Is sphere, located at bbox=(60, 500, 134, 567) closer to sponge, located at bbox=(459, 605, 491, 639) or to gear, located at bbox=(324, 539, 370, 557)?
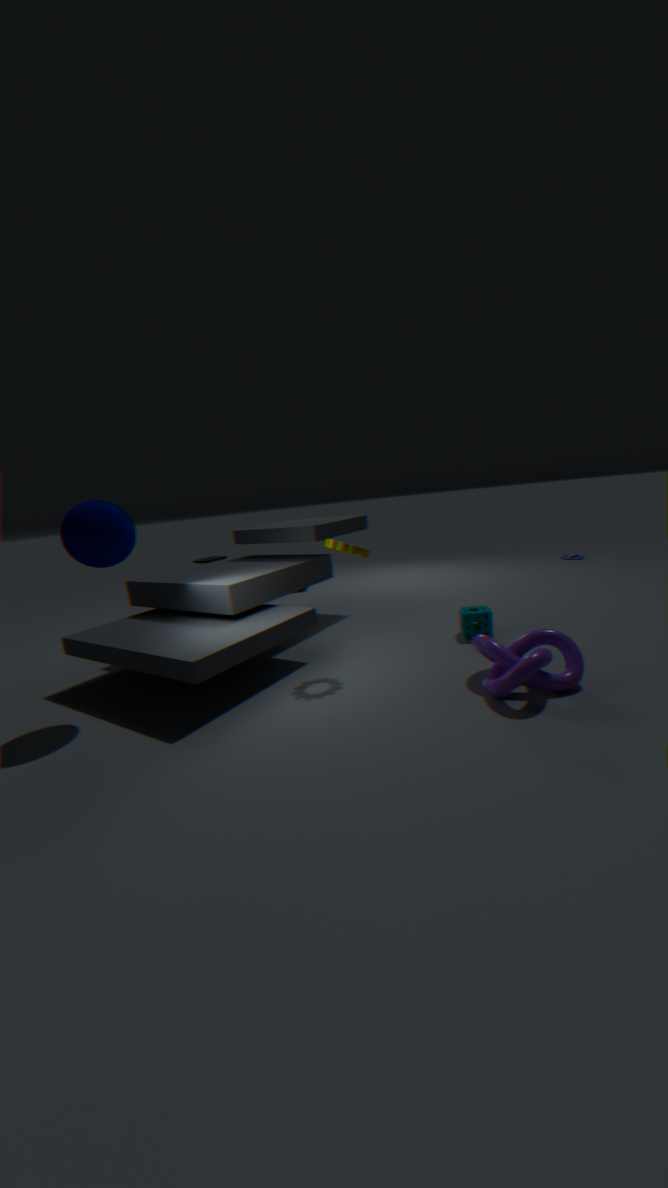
gear, located at bbox=(324, 539, 370, 557)
